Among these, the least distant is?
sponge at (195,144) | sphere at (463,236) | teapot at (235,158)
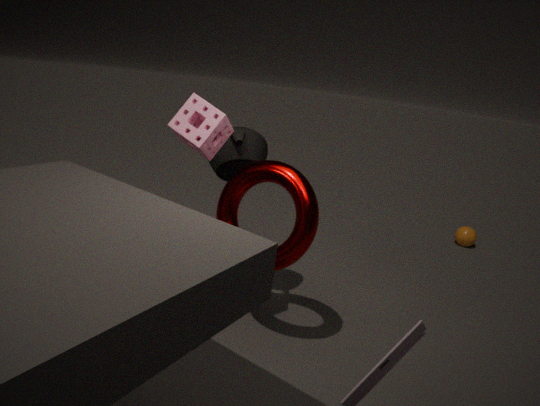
sponge at (195,144)
